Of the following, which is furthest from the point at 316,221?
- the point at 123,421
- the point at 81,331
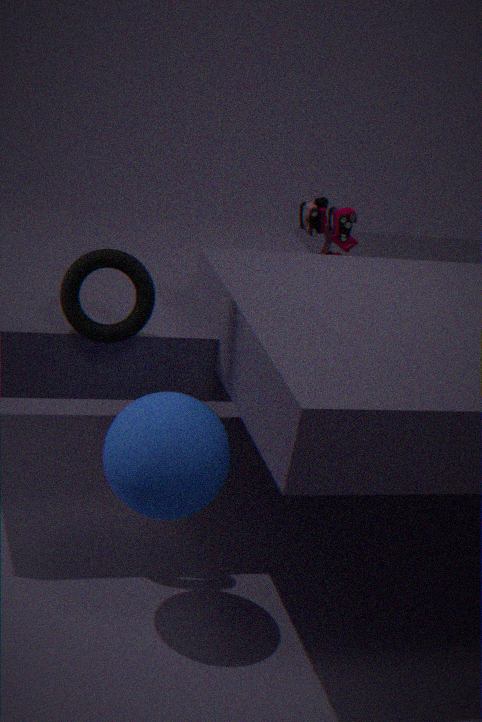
the point at 123,421
